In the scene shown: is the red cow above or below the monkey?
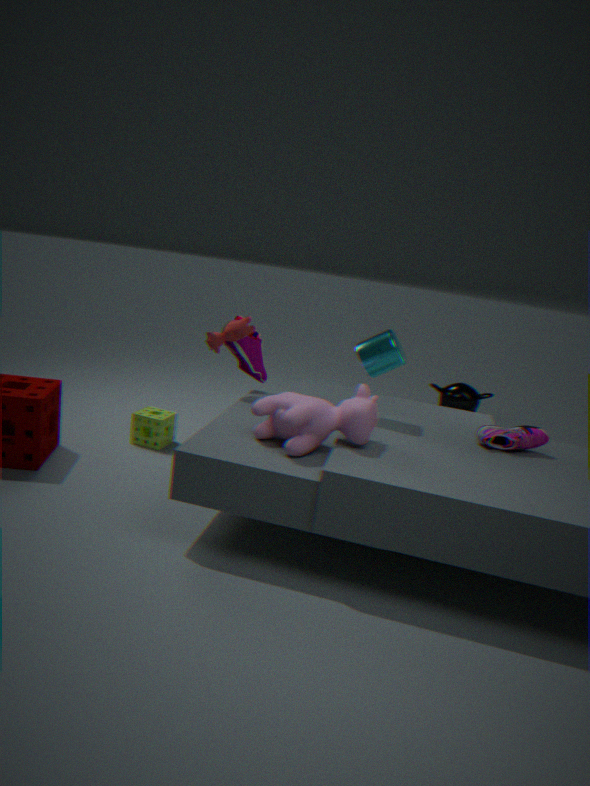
above
